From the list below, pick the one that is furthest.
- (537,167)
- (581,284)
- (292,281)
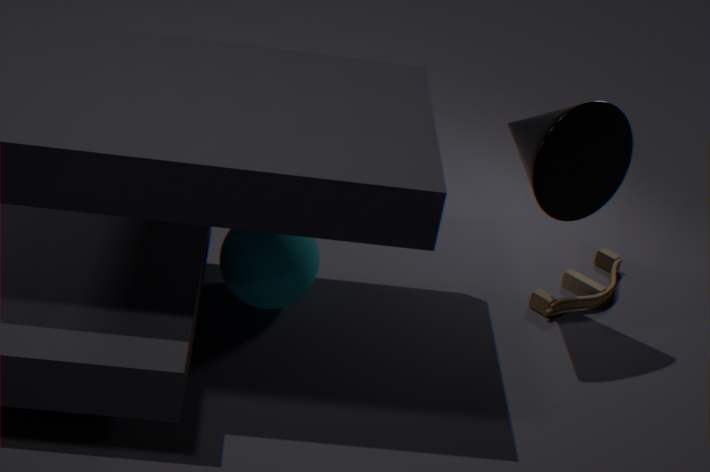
(581,284)
